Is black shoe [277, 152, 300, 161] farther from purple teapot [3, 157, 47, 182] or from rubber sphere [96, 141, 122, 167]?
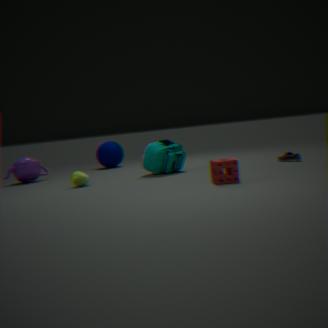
purple teapot [3, 157, 47, 182]
